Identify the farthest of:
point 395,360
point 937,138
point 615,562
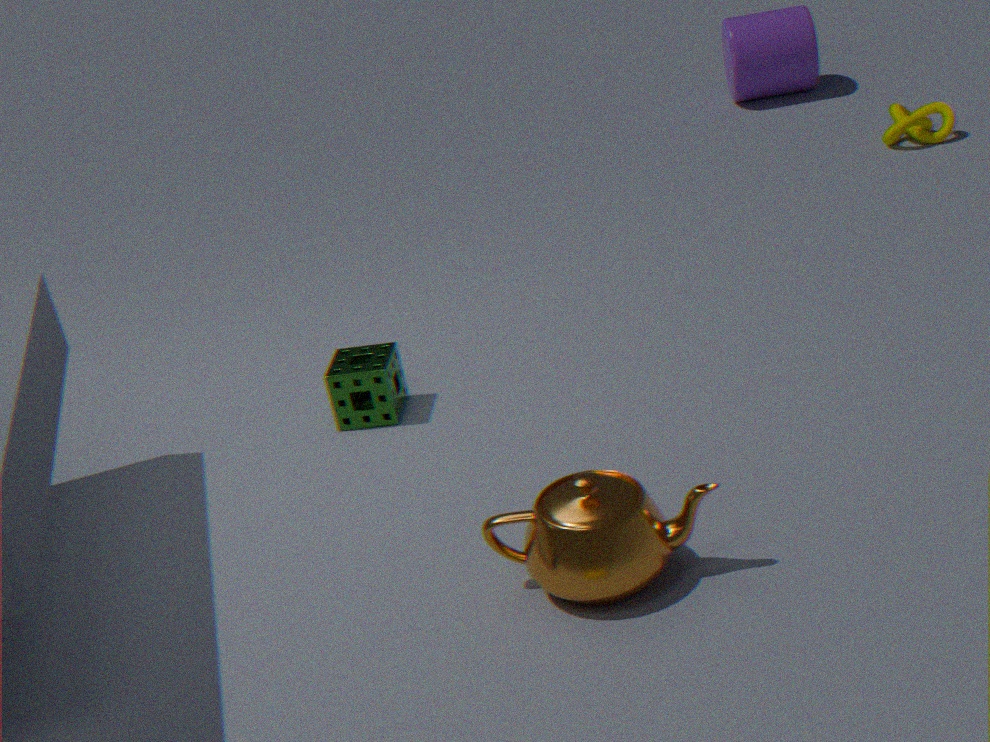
point 937,138
